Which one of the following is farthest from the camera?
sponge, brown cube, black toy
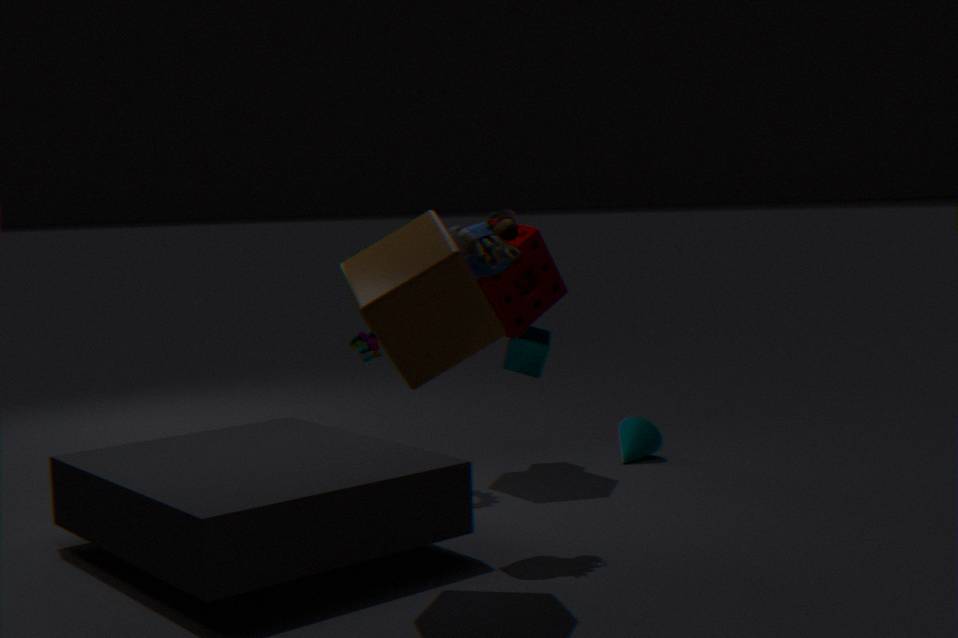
sponge
